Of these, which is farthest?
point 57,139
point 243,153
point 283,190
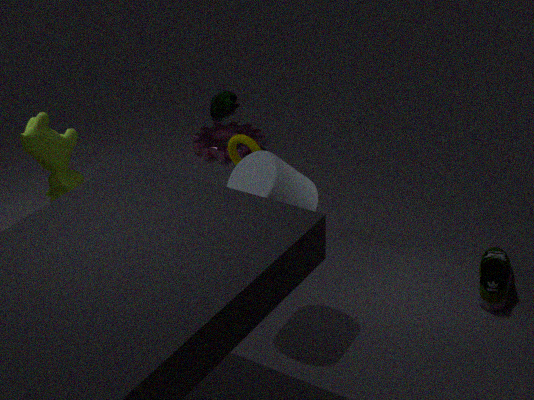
point 243,153
